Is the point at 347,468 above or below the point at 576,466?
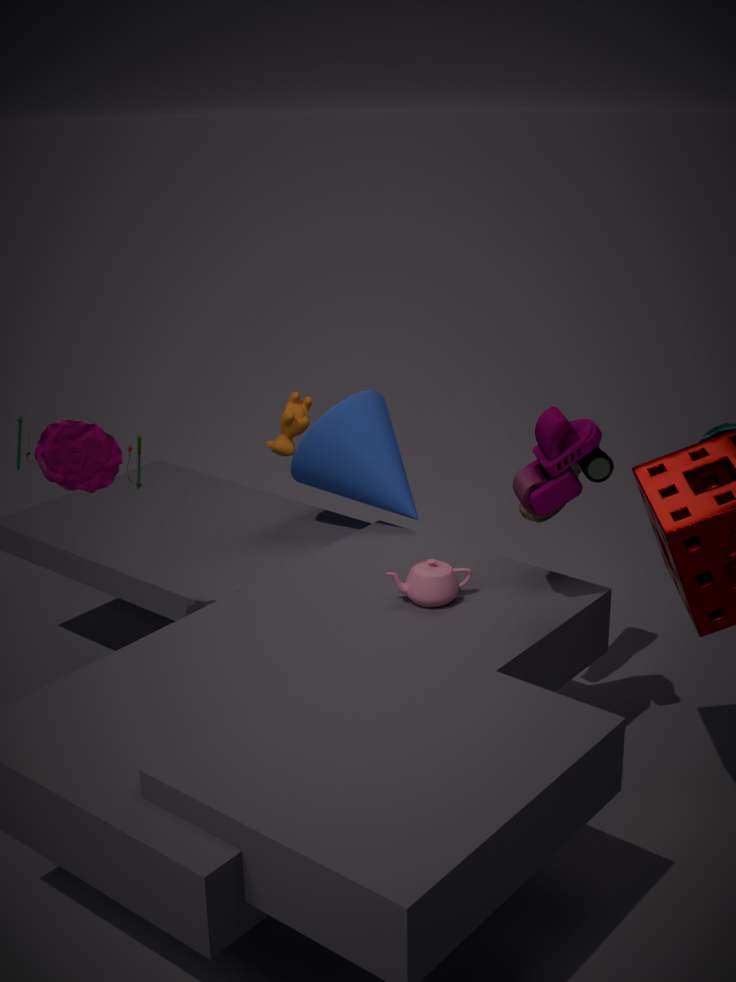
below
